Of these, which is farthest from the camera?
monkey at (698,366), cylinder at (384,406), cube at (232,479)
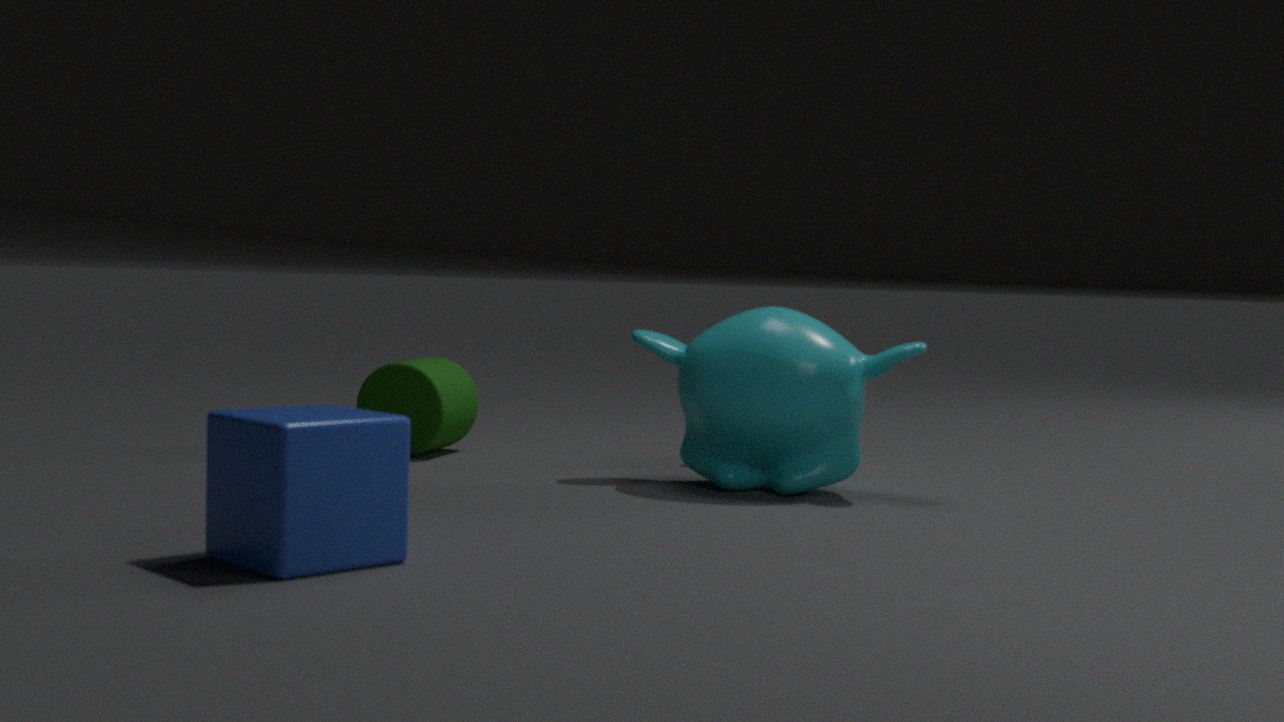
cylinder at (384,406)
